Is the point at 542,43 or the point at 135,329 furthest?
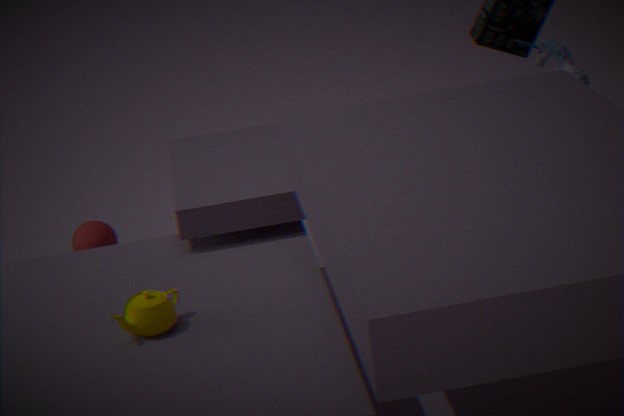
the point at 542,43
